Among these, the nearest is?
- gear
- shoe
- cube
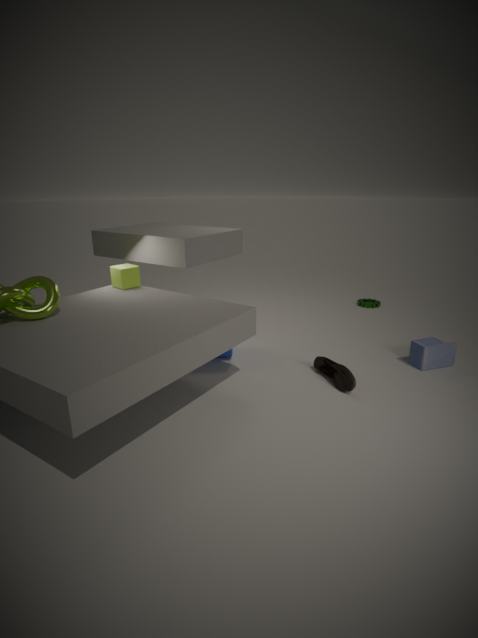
shoe
